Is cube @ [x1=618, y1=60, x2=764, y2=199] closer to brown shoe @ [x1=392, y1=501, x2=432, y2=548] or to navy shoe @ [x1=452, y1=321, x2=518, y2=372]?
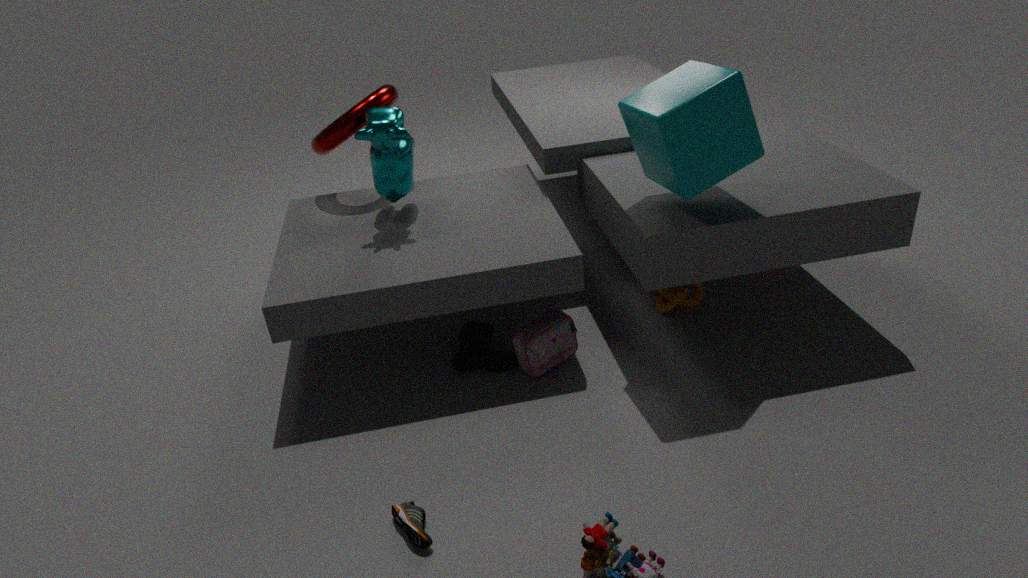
navy shoe @ [x1=452, y1=321, x2=518, y2=372]
